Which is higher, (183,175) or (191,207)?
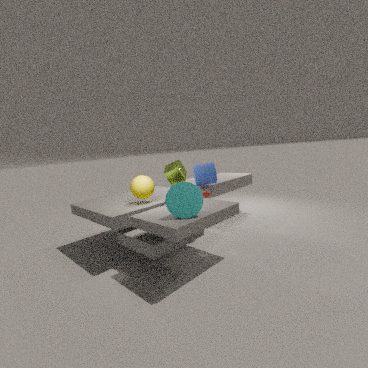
(183,175)
